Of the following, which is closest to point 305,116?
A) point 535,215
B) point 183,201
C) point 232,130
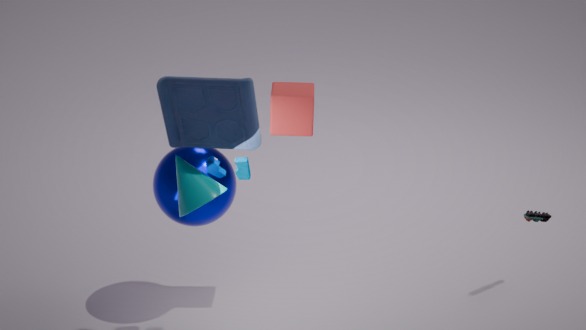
point 232,130
